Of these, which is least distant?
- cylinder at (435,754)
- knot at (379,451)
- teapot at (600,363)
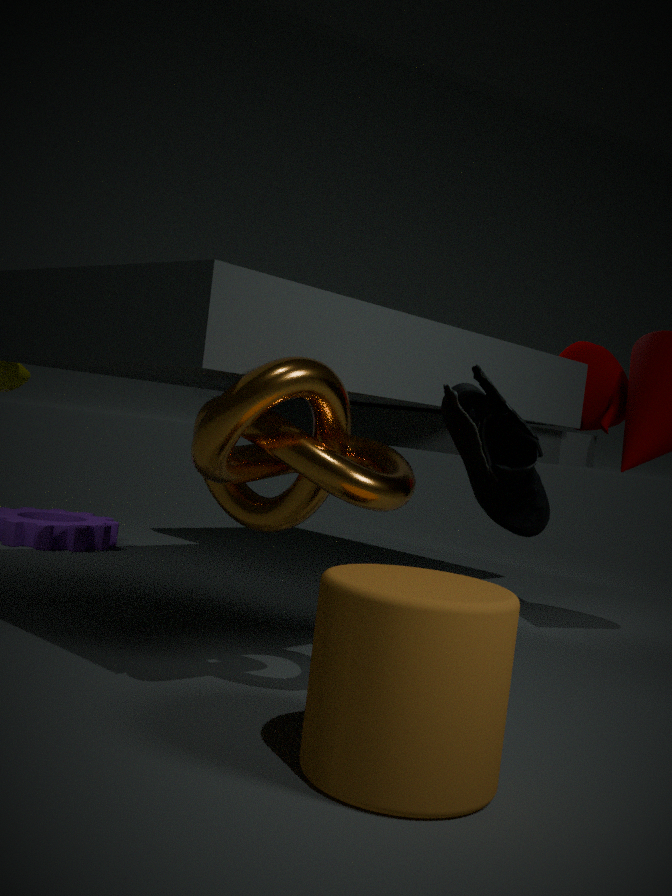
cylinder at (435,754)
